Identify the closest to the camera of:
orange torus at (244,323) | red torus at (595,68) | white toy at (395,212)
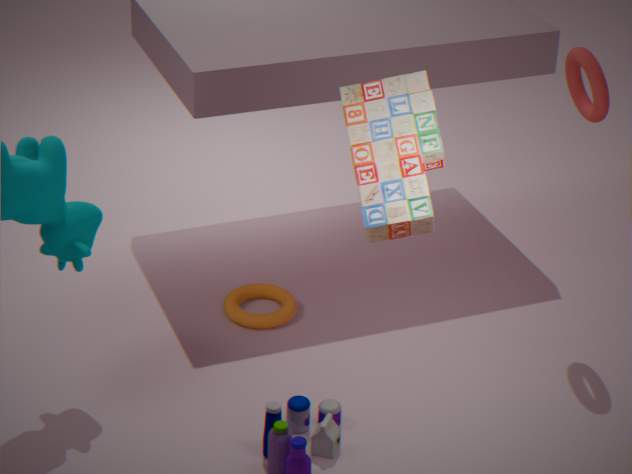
white toy at (395,212)
